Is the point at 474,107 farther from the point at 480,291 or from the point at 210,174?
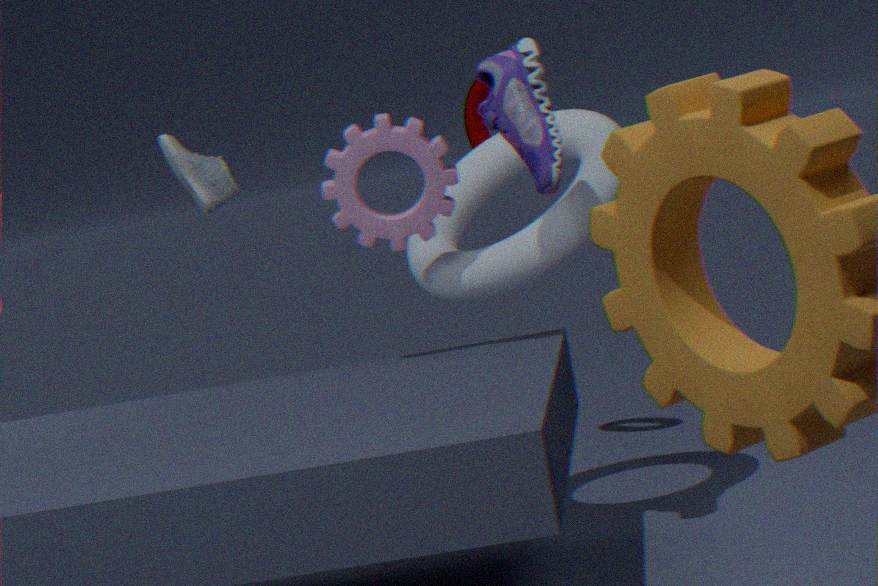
the point at 210,174
